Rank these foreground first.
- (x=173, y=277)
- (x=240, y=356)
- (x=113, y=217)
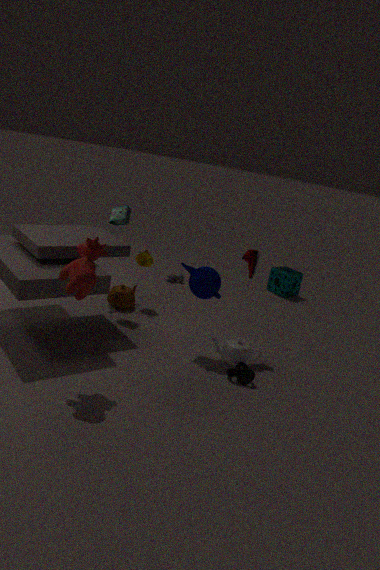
(x=240, y=356), (x=113, y=217), (x=173, y=277)
